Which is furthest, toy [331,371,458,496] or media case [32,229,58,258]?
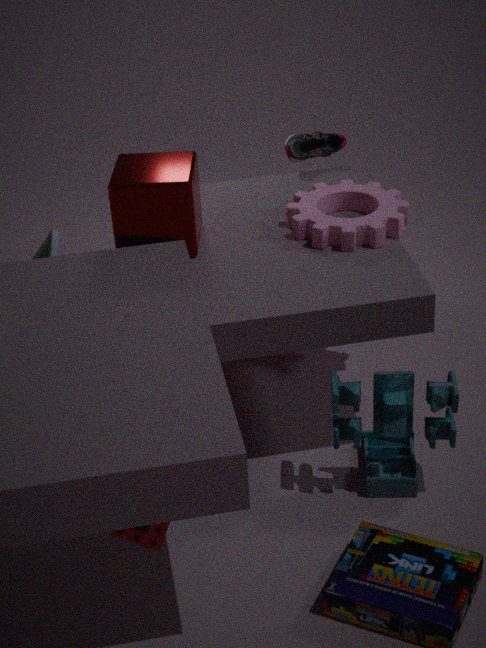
media case [32,229,58,258]
